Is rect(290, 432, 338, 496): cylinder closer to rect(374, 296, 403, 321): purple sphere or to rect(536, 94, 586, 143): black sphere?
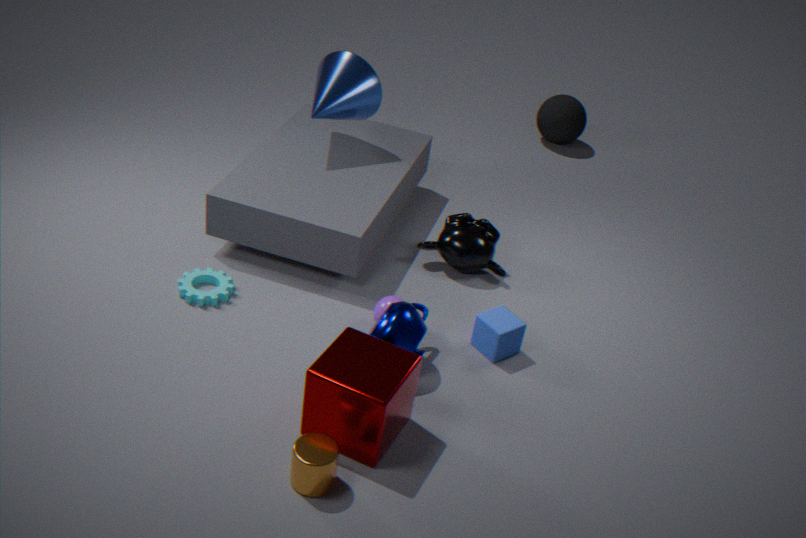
rect(374, 296, 403, 321): purple sphere
